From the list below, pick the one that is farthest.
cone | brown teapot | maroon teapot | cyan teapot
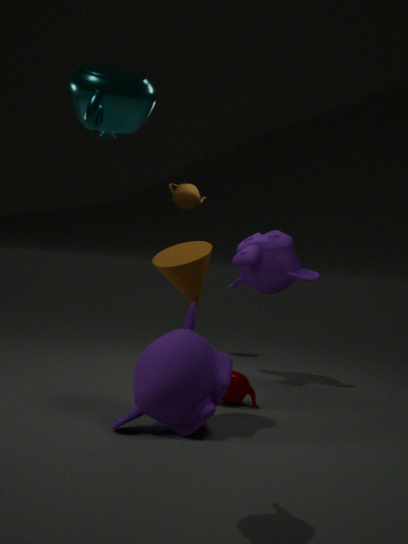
brown teapot
